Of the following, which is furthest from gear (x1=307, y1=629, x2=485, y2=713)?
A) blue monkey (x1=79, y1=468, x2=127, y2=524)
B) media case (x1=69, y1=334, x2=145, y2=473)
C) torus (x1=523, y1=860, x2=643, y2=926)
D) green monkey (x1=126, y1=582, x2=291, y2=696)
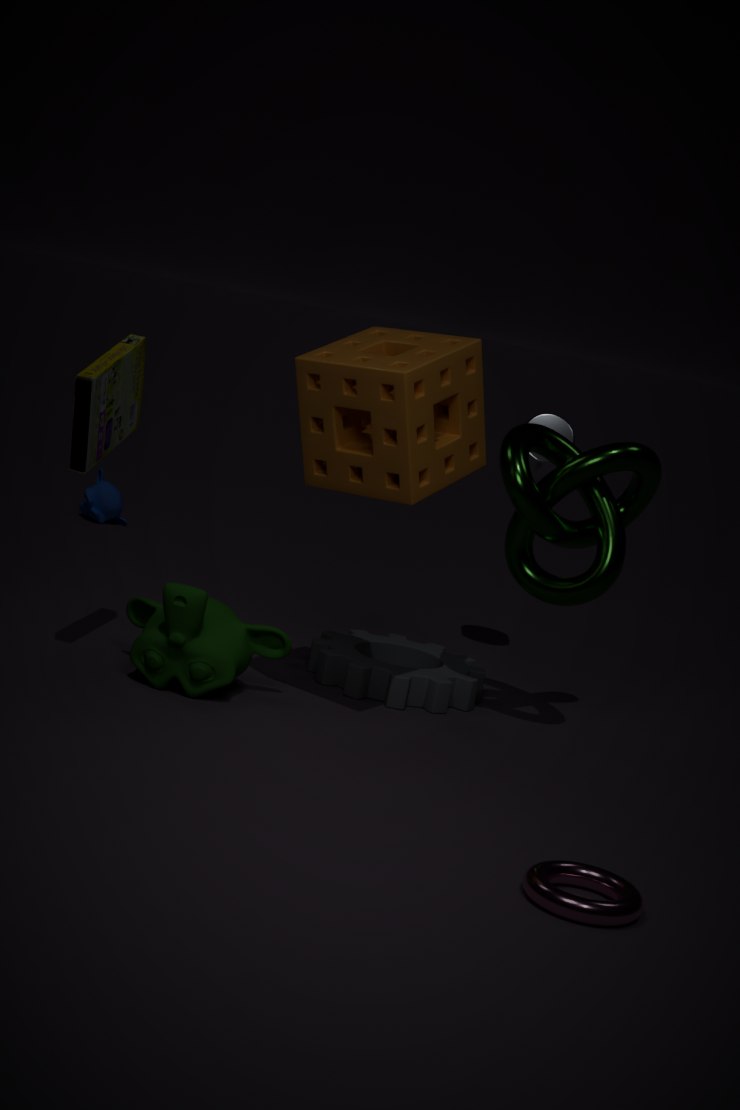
blue monkey (x1=79, y1=468, x2=127, y2=524)
